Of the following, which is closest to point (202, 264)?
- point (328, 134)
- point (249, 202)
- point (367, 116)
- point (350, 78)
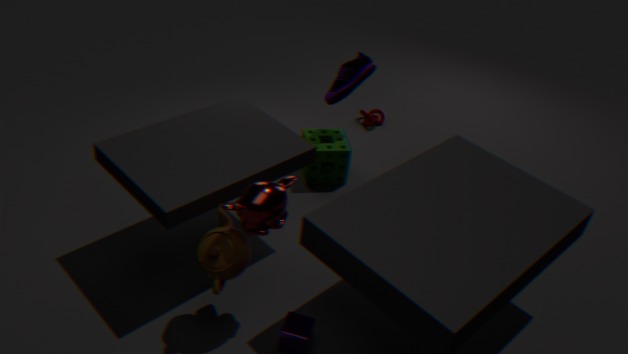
point (249, 202)
